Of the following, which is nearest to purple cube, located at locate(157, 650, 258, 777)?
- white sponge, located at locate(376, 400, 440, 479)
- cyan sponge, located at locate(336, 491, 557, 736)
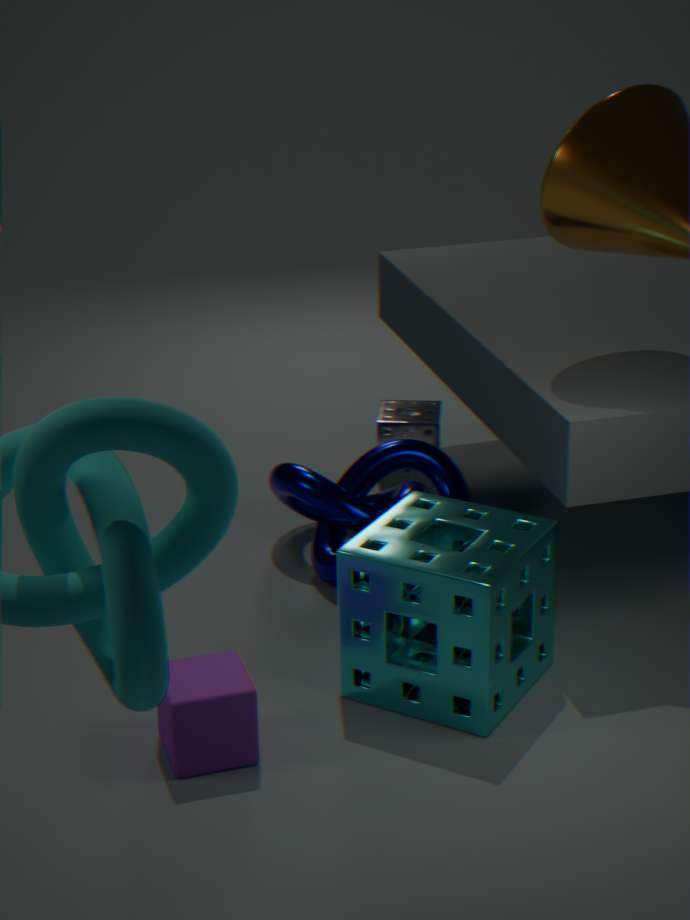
cyan sponge, located at locate(336, 491, 557, 736)
